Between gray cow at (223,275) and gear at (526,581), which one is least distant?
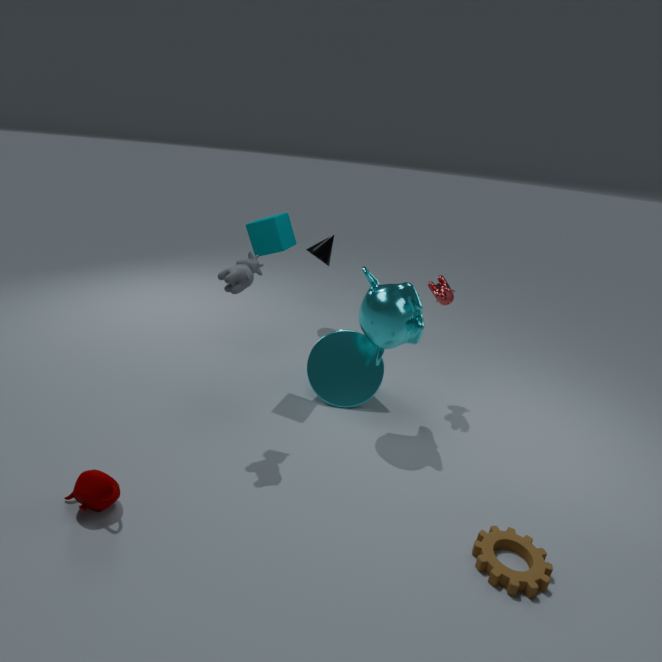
gear at (526,581)
